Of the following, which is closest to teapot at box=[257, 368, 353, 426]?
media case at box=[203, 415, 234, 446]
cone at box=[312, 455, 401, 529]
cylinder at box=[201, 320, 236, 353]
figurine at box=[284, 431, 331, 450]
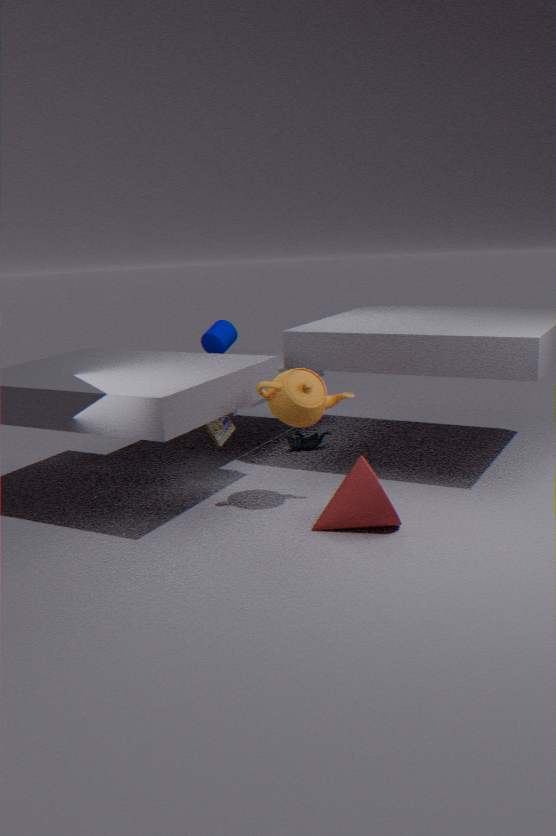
cone at box=[312, 455, 401, 529]
